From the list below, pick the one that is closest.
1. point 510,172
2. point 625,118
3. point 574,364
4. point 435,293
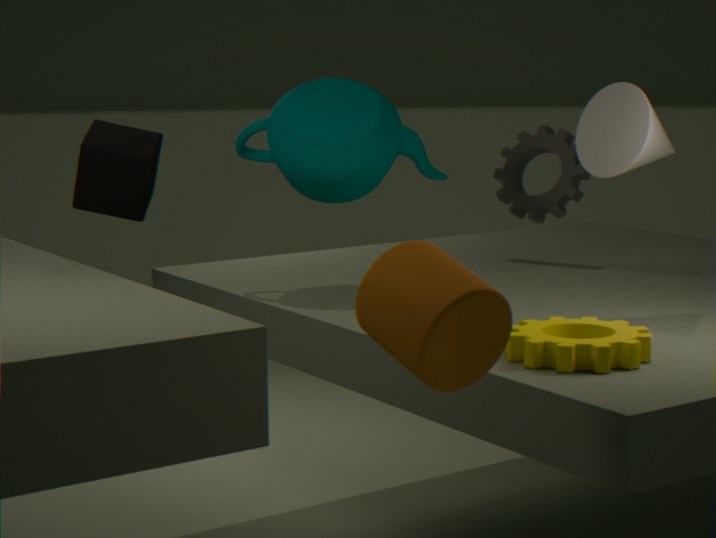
point 435,293
